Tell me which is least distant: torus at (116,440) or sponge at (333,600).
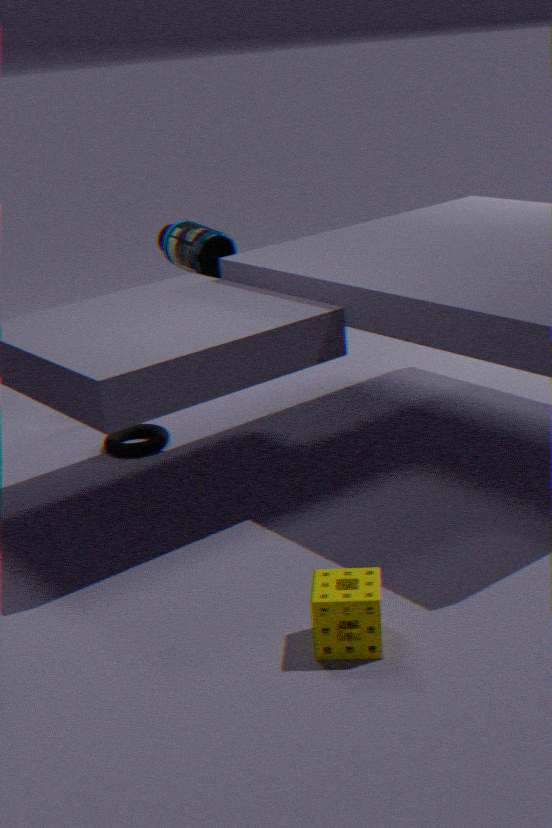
sponge at (333,600)
